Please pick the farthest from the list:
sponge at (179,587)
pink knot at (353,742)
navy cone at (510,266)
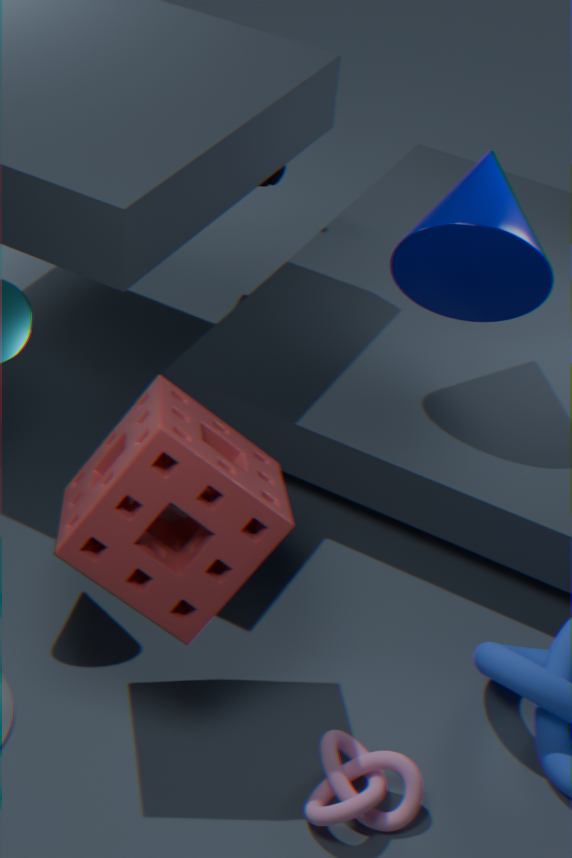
navy cone at (510,266)
